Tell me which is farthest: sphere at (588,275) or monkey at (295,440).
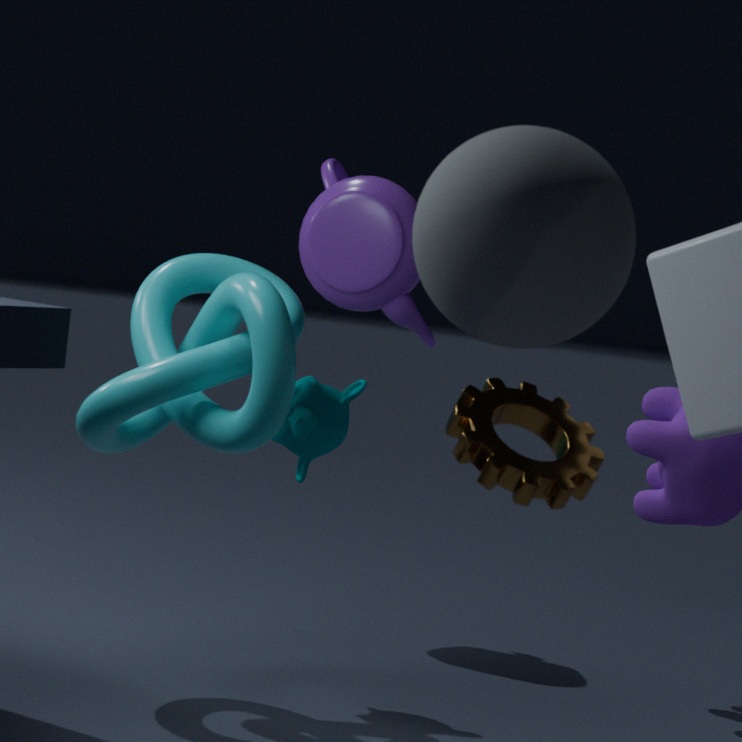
monkey at (295,440)
